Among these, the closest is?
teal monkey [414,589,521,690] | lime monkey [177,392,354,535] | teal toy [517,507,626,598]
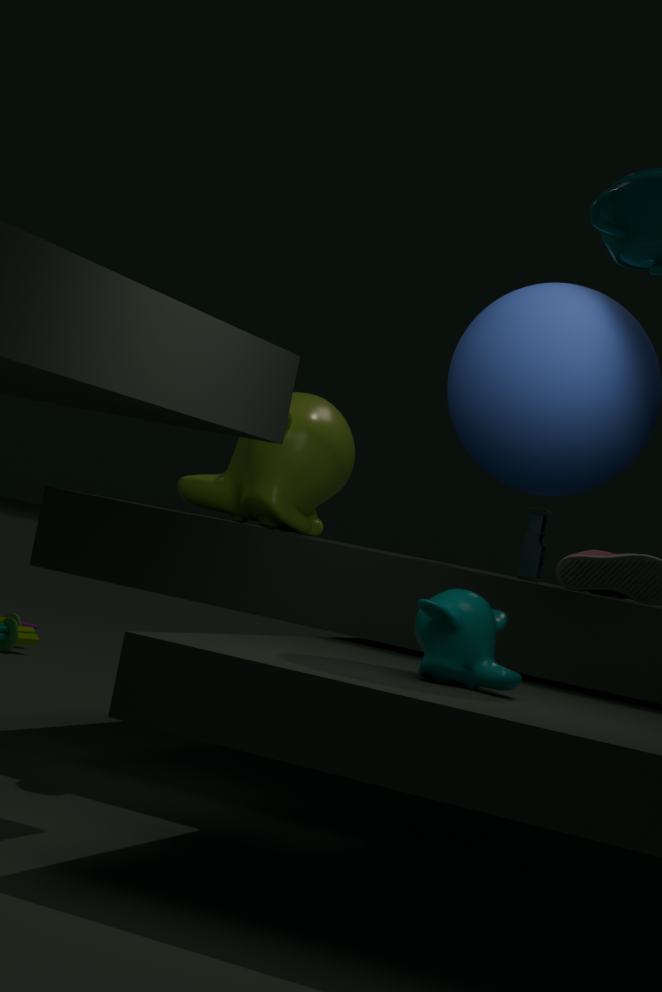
teal monkey [414,589,521,690]
